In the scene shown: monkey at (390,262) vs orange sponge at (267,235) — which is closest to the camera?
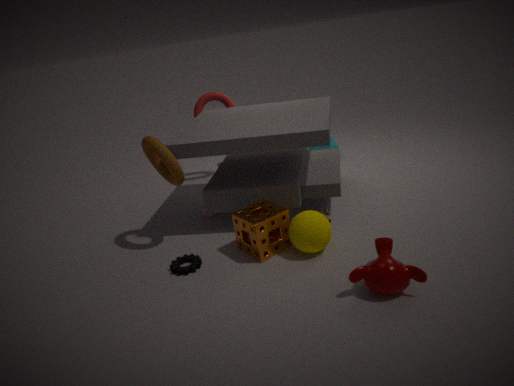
monkey at (390,262)
